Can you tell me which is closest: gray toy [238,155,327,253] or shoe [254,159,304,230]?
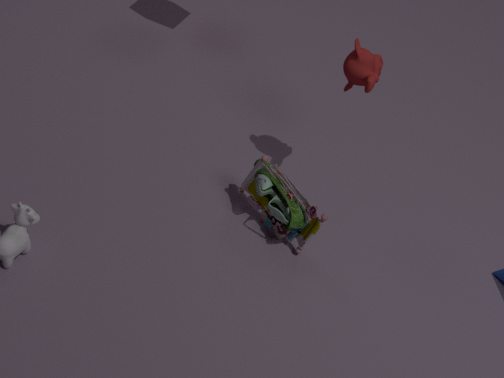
gray toy [238,155,327,253]
